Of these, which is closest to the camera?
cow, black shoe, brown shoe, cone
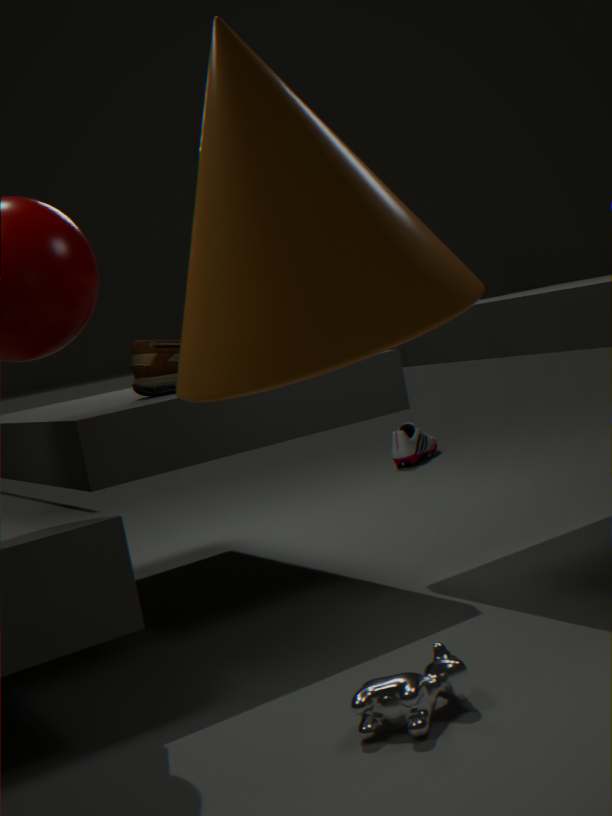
cone
